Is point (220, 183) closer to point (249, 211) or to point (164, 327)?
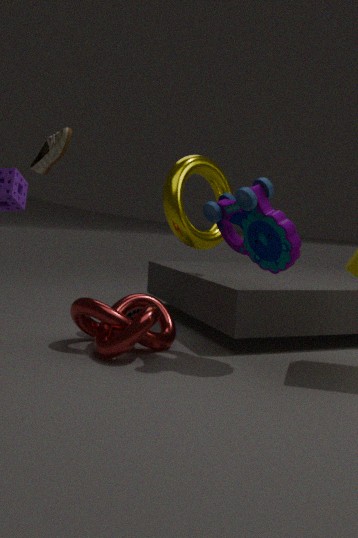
point (249, 211)
